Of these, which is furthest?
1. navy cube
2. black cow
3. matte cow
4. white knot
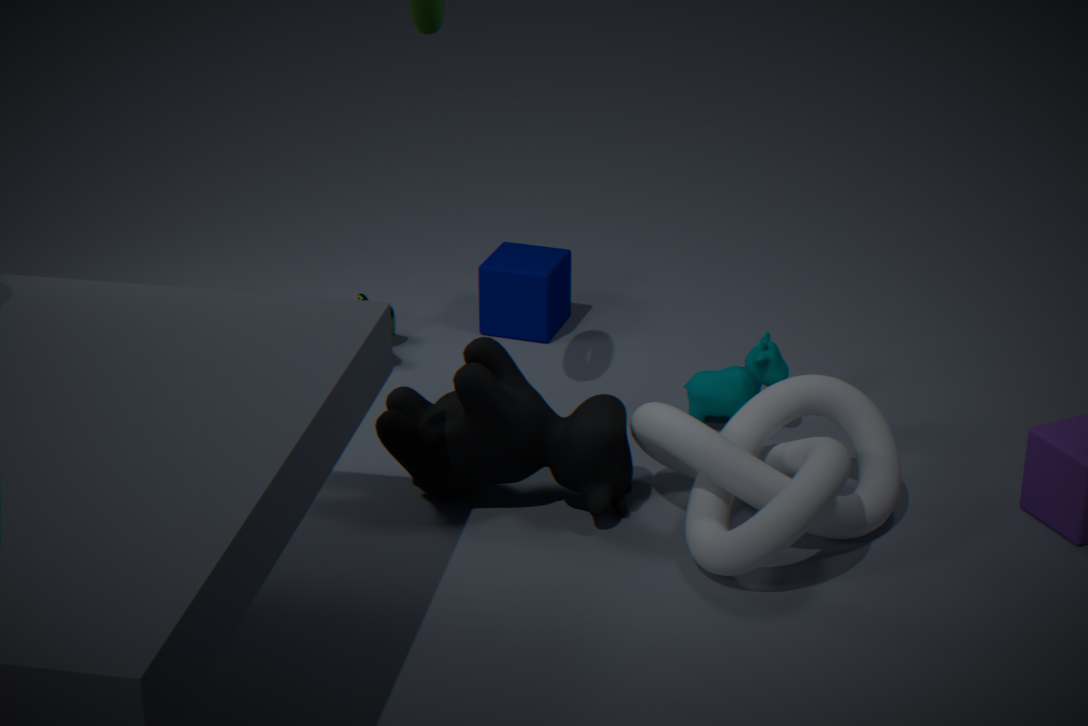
navy cube
